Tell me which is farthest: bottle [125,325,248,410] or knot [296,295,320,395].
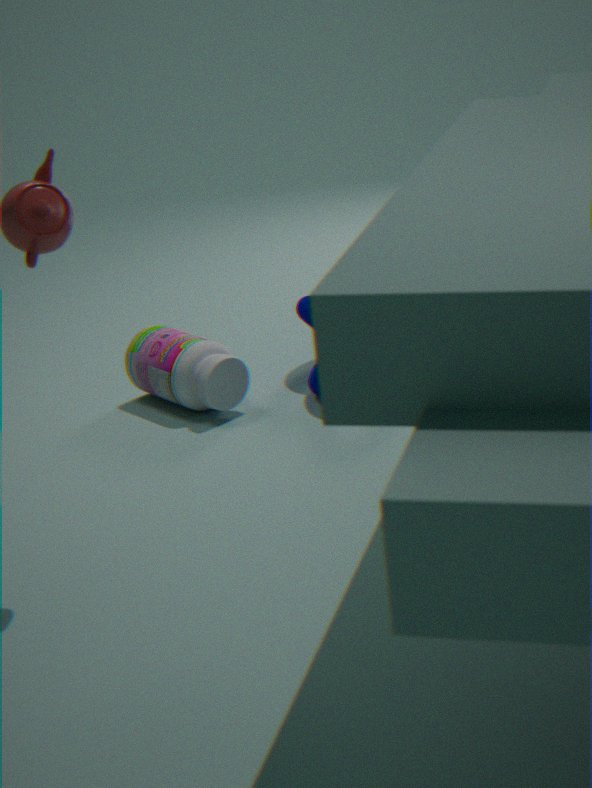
knot [296,295,320,395]
